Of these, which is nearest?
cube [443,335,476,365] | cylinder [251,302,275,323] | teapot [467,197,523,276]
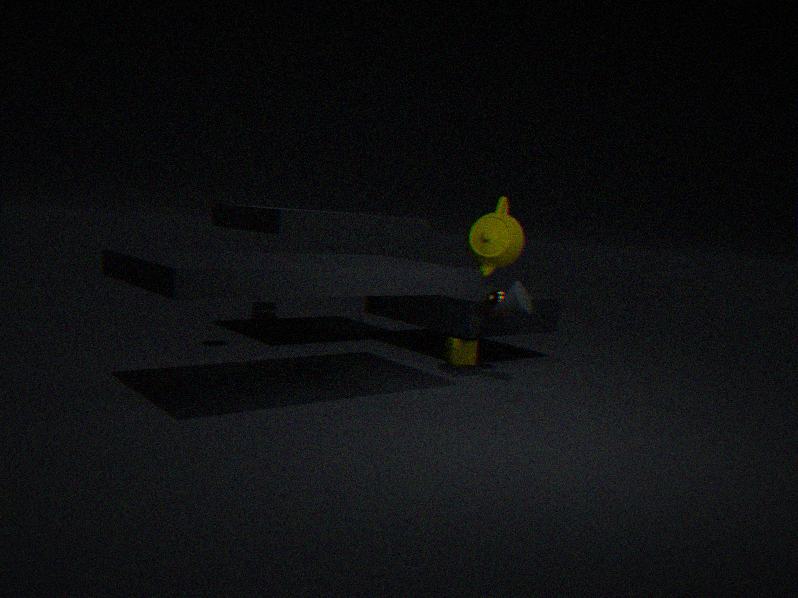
teapot [467,197,523,276]
